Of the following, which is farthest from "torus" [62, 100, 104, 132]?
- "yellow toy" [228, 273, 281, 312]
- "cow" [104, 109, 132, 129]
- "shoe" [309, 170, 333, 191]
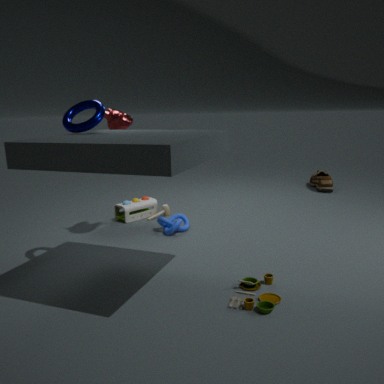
"shoe" [309, 170, 333, 191]
